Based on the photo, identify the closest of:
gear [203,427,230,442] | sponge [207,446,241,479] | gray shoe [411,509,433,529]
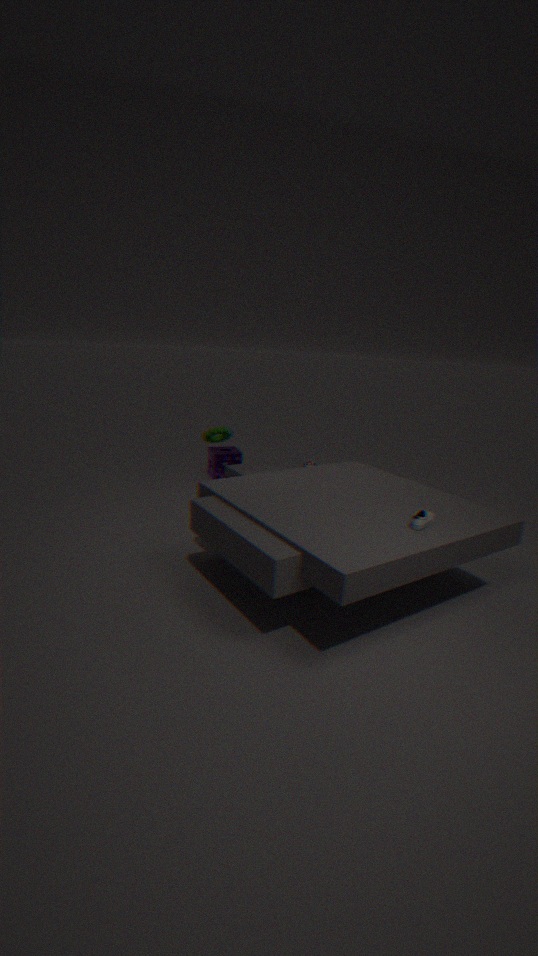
gray shoe [411,509,433,529]
